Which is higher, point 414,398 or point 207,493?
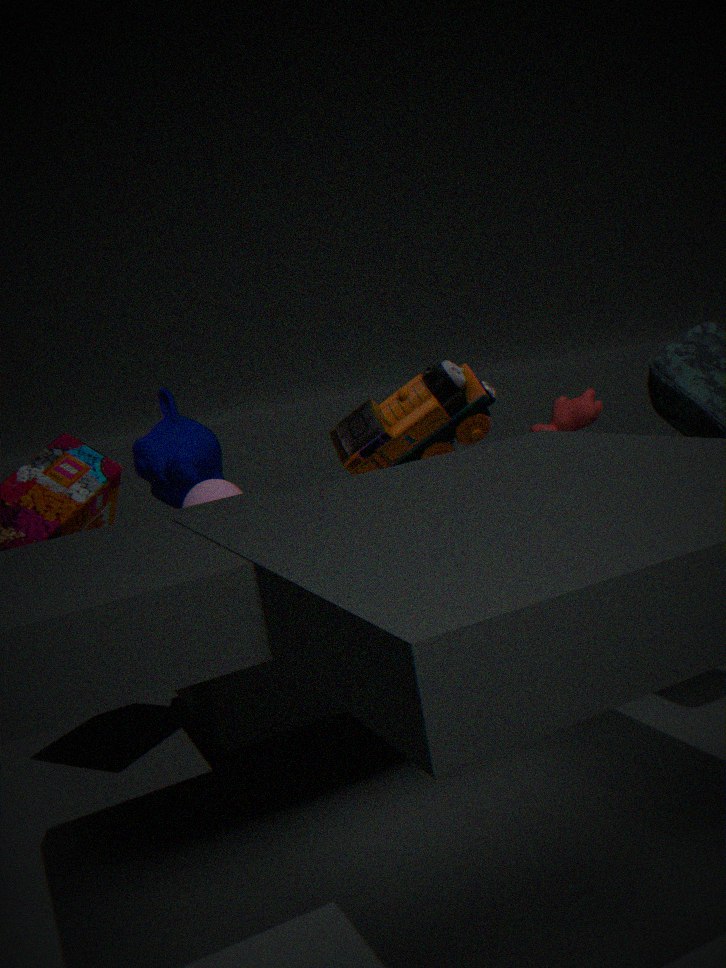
point 414,398
